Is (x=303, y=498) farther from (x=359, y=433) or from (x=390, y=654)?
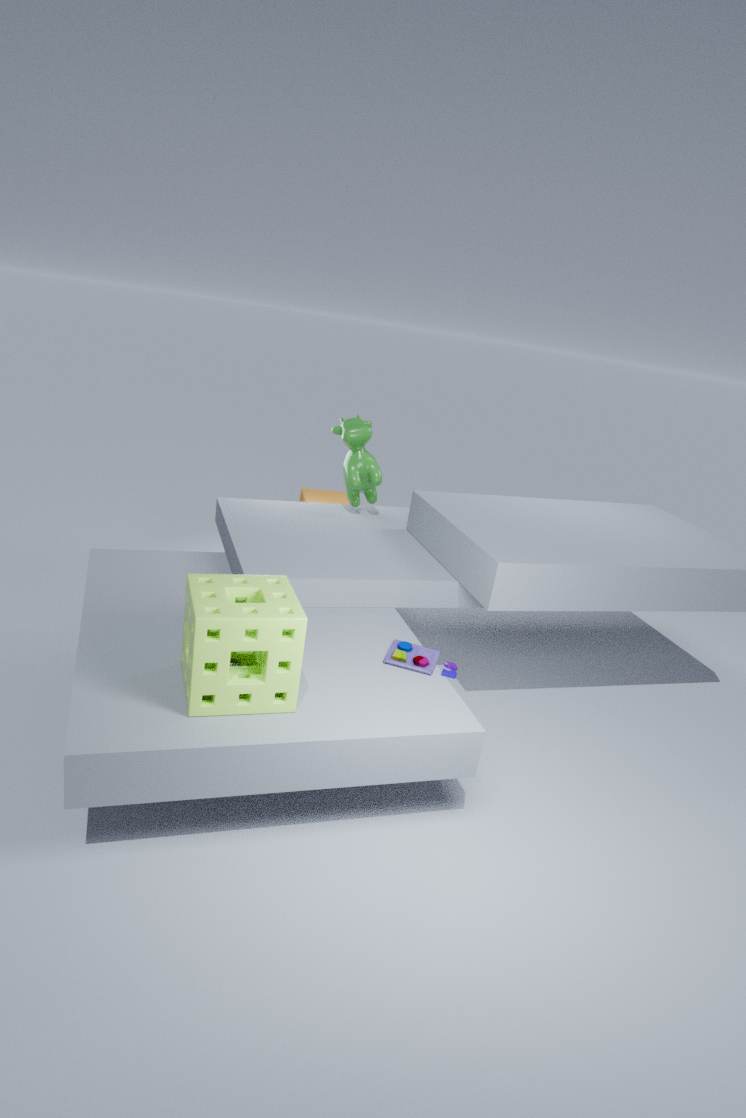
(x=390, y=654)
